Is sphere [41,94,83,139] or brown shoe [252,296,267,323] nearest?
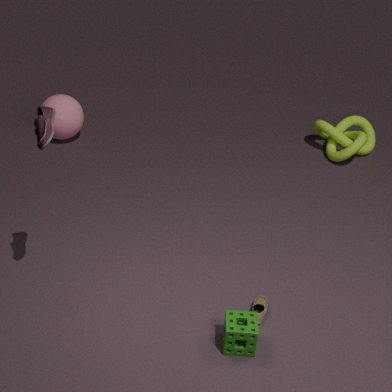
brown shoe [252,296,267,323]
